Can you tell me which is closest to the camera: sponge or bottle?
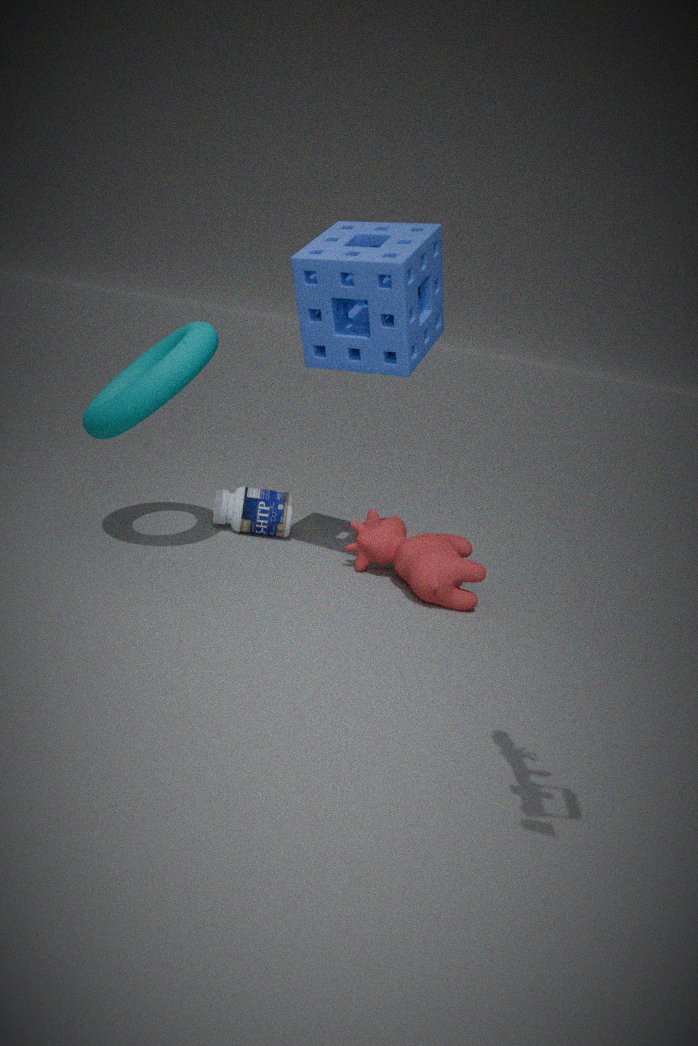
sponge
